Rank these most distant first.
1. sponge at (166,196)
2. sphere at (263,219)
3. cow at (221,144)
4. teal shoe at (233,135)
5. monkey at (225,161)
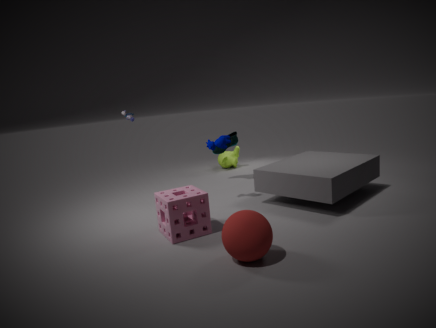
1. monkey at (225,161)
2. teal shoe at (233,135)
3. cow at (221,144)
4. sponge at (166,196)
5. sphere at (263,219)
